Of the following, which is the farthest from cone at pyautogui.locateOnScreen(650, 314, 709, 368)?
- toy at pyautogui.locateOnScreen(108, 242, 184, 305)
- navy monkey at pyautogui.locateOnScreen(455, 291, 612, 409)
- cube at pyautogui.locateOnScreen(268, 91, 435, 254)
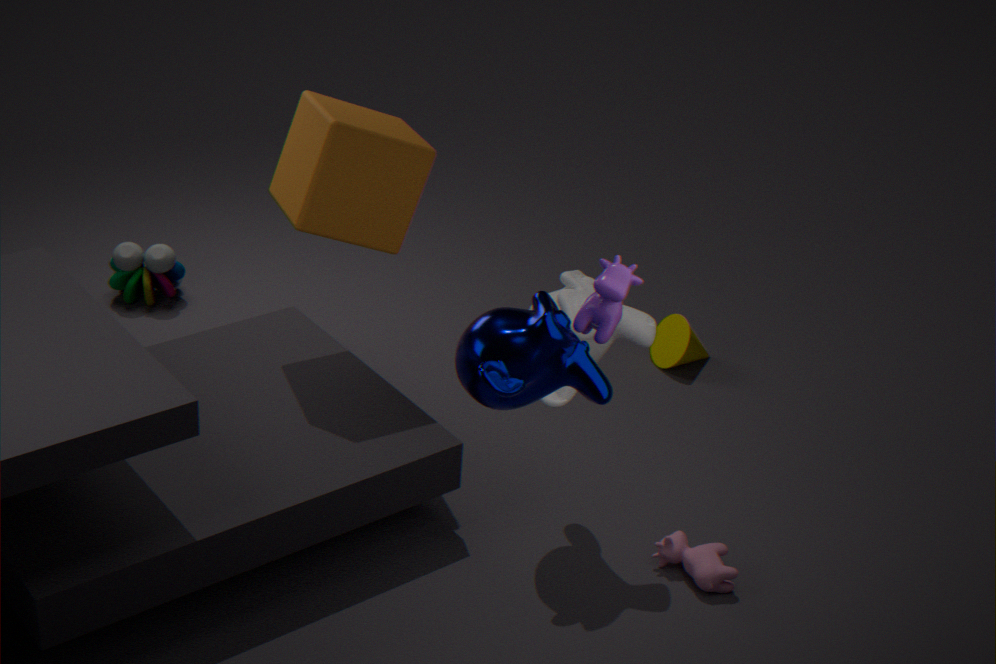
toy at pyautogui.locateOnScreen(108, 242, 184, 305)
